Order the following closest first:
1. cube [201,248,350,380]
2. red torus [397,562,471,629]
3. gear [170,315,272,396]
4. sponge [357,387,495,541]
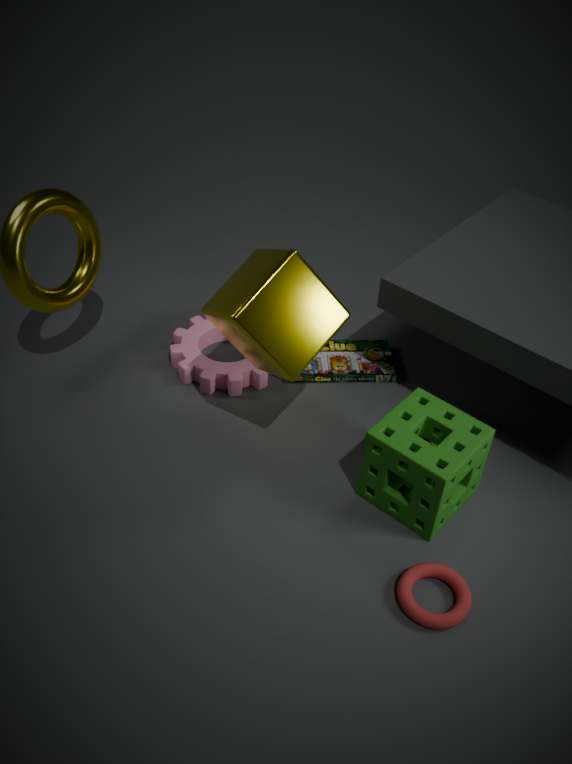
1. red torus [397,562,471,629]
2. cube [201,248,350,380]
3. sponge [357,387,495,541]
4. gear [170,315,272,396]
